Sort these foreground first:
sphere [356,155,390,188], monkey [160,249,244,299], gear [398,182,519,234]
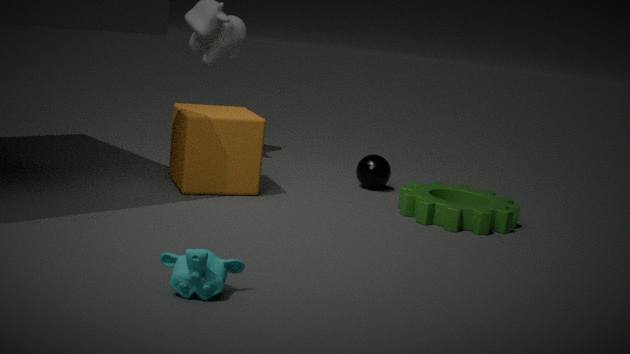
monkey [160,249,244,299] → gear [398,182,519,234] → sphere [356,155,390,188]
